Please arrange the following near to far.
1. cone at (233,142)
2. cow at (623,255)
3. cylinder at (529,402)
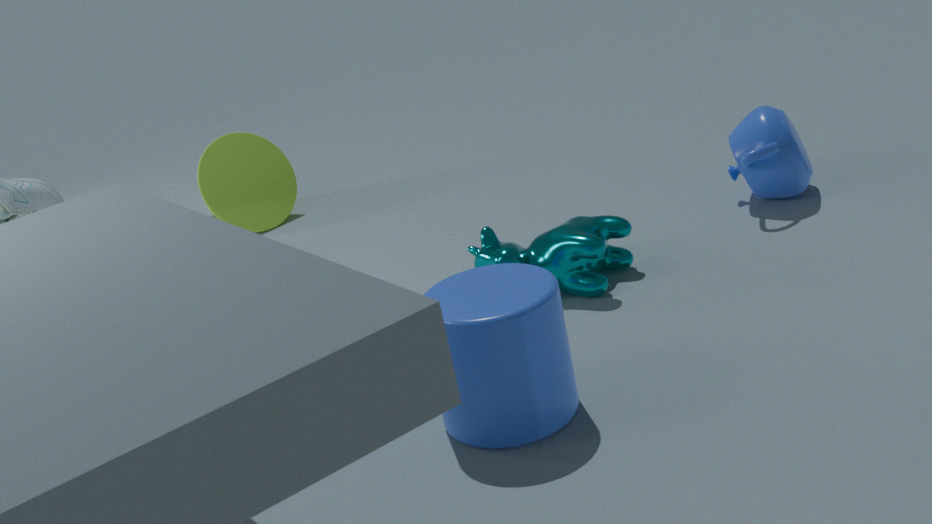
cylinder at (529,402) < cow at (623,255) < cone at (233,142)
